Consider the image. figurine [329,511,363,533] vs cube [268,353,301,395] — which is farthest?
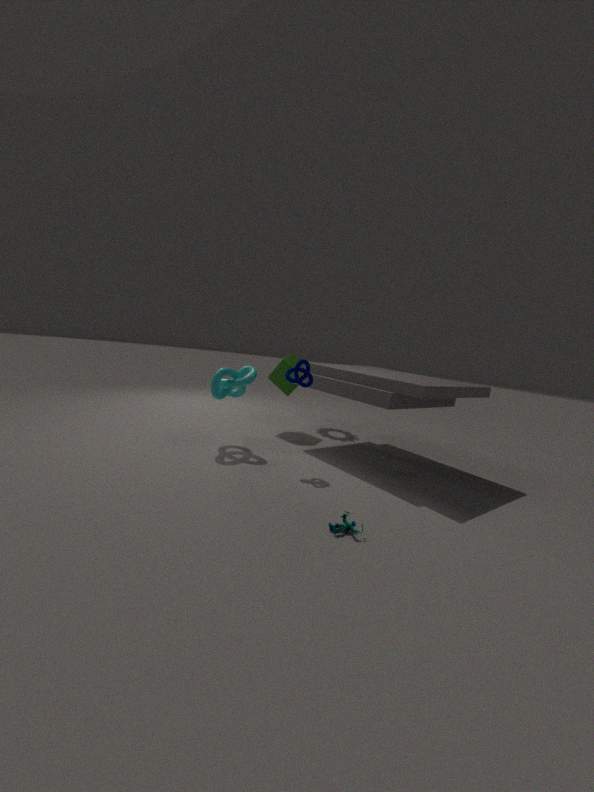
cube [268,353,301,395]
